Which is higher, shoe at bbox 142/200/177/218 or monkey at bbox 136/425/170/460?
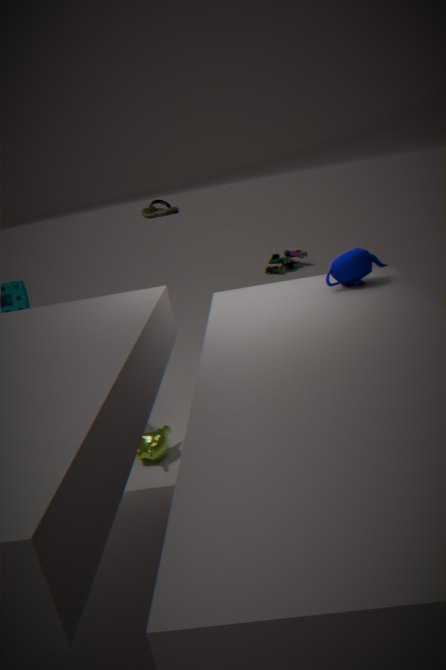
shoe at bbox 142/200/177/218
